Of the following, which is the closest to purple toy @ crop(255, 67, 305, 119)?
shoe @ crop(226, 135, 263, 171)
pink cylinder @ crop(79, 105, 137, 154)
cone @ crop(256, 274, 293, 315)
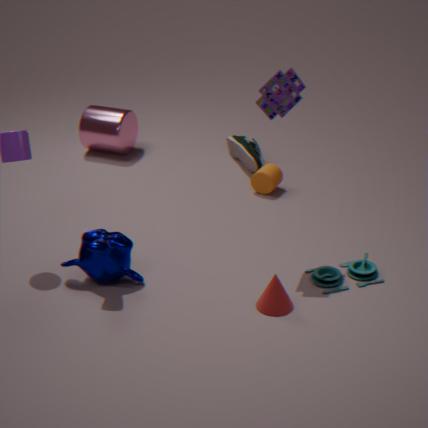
cone @ crop(256, 274, 293, 315)
